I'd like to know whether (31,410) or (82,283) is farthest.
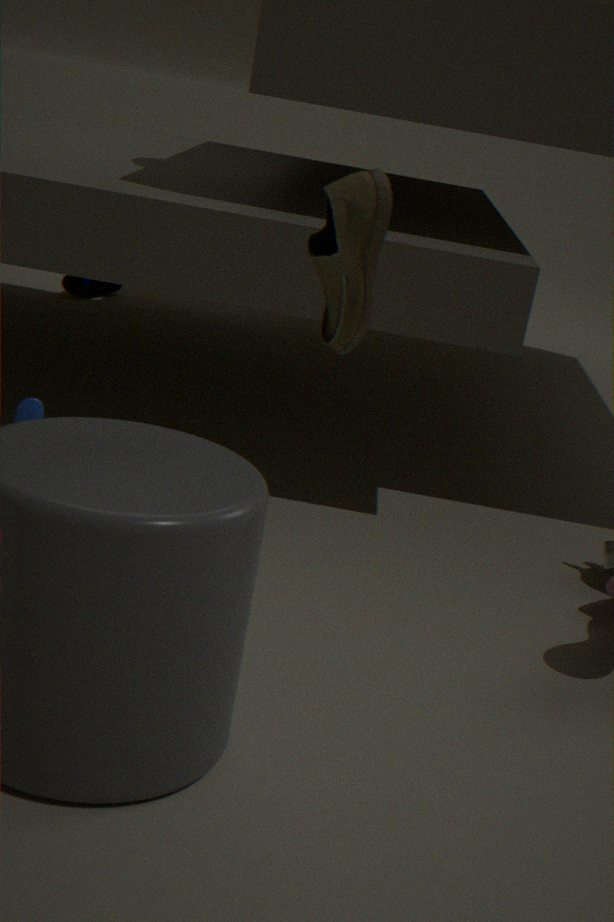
(82,283)
